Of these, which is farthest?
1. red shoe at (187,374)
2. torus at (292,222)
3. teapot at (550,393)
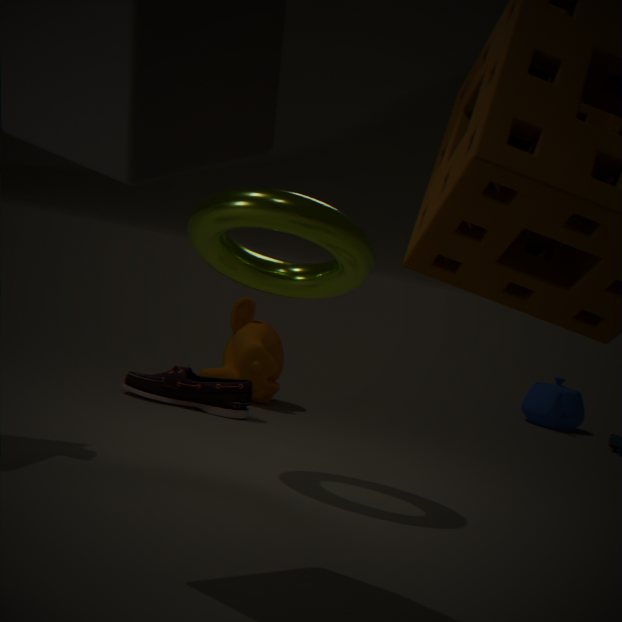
teapot at (550,393)
